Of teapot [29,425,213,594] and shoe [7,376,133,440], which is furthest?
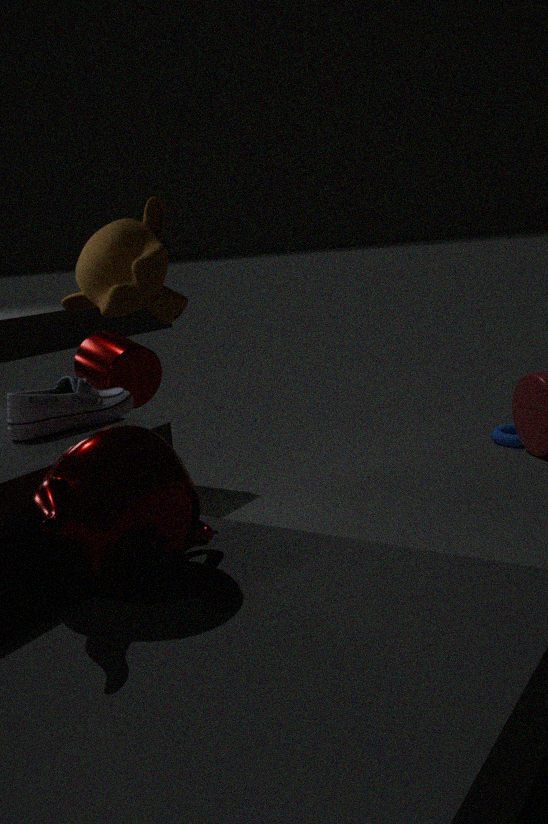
shoe [7,376,133,440]
